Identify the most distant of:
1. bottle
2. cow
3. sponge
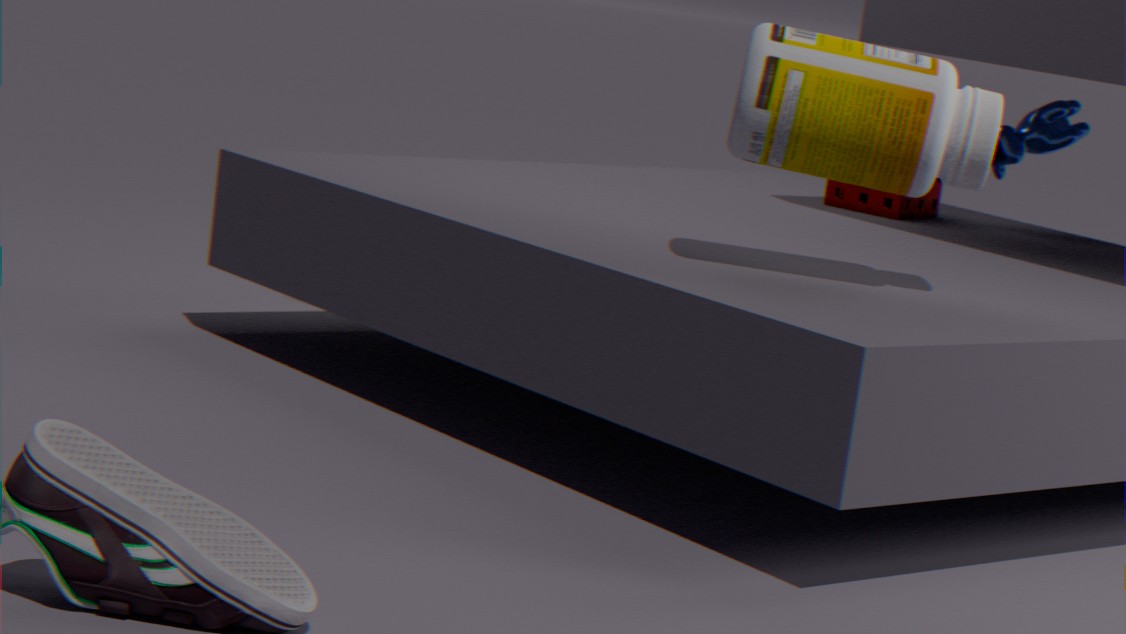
cow
